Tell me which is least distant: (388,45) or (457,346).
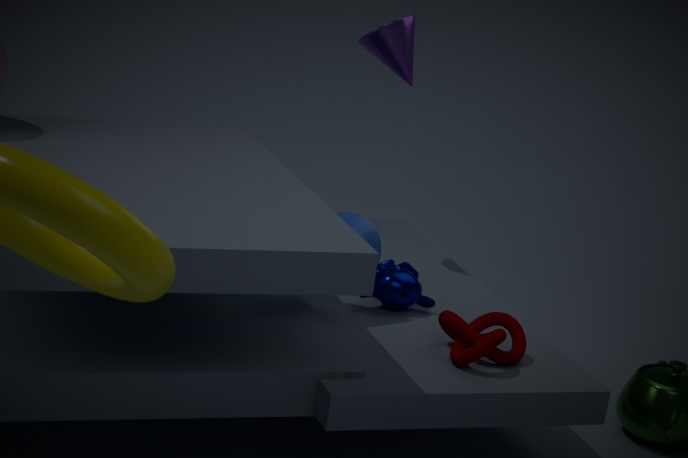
(457,346)
